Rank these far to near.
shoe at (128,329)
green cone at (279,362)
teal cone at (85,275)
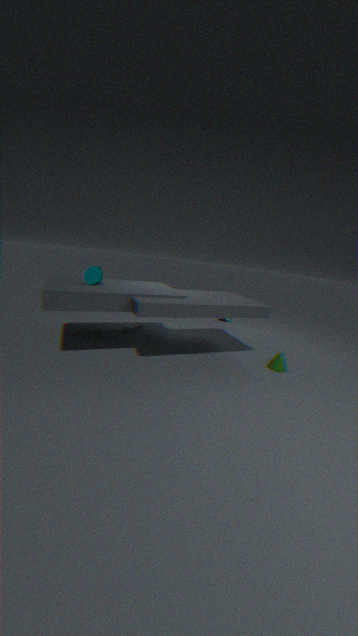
shoe at (128,329)
green cone at (279,362)
teal cone at (85,275)
